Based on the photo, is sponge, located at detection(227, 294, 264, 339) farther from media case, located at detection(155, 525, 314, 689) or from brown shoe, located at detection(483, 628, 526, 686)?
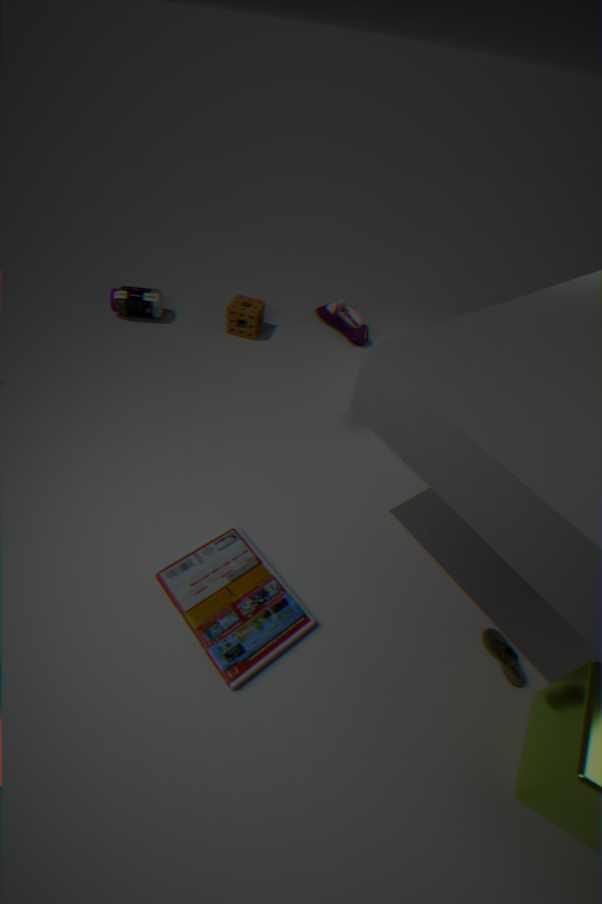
brown shoe, located at detection(483, 628, 526, 686)
